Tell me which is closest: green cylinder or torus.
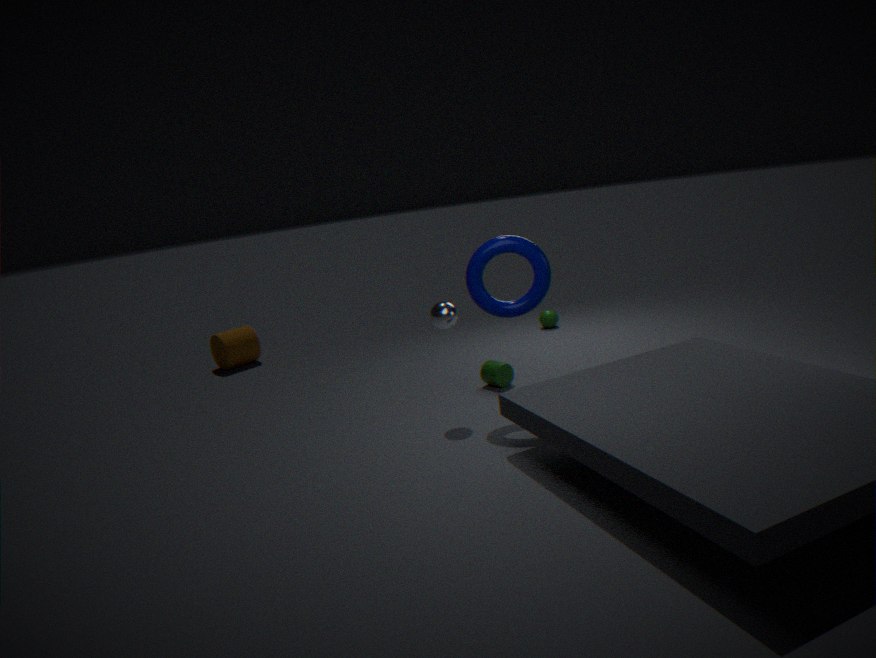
torus
